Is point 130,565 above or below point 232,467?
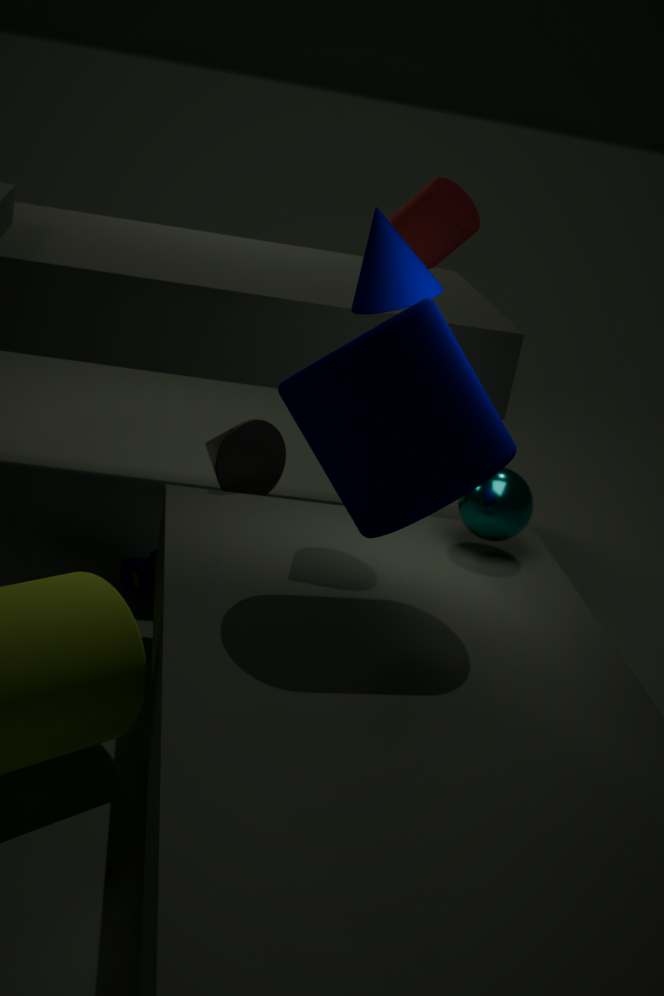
below
